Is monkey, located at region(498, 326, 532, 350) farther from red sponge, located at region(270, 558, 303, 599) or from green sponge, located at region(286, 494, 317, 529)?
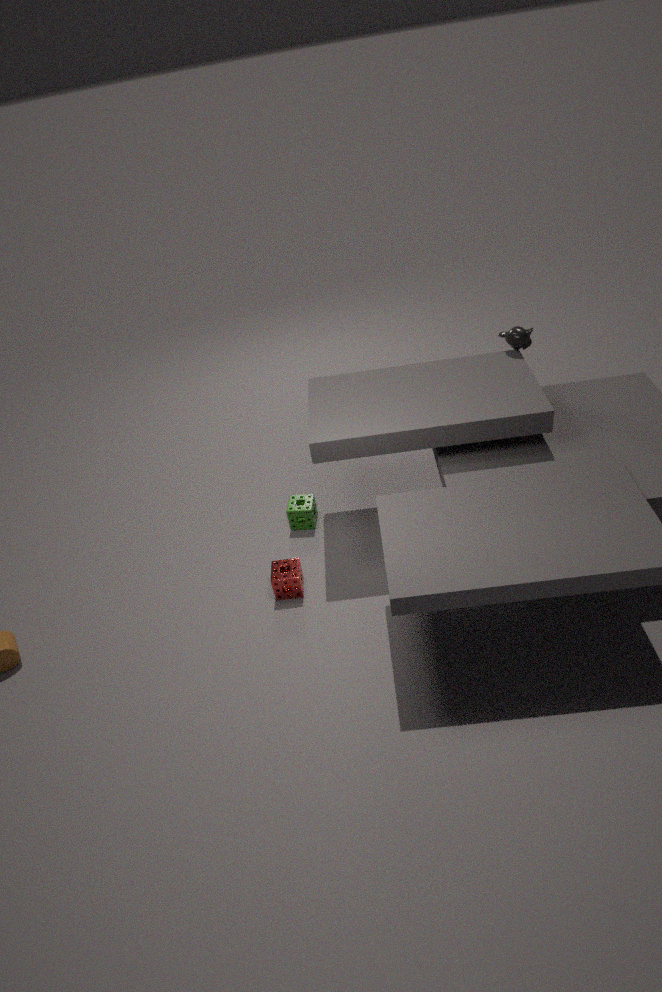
red sponge, located at region(270, 558, 303, 599)
